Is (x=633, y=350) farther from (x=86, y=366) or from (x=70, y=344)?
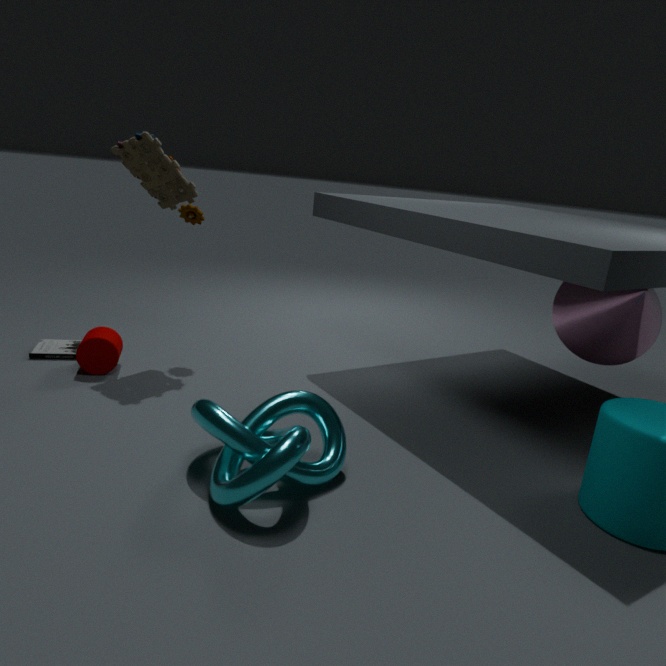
(x=70, y=344)
